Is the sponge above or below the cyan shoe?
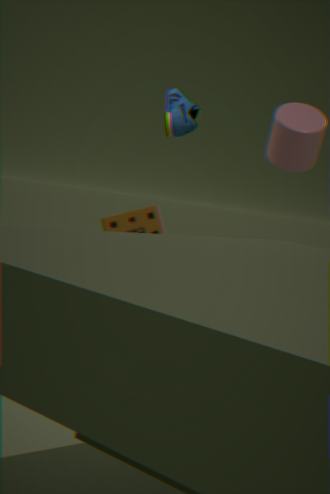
below
